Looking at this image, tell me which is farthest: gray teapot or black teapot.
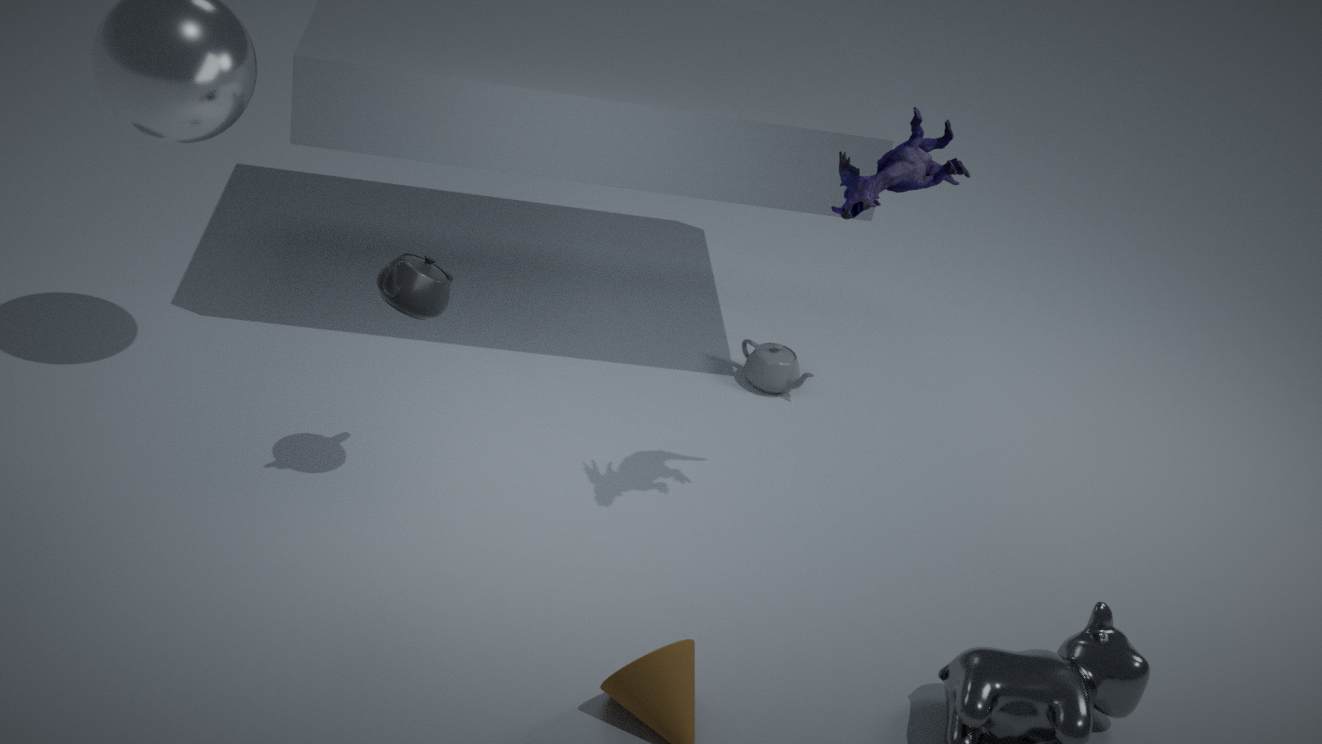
gray teapot
